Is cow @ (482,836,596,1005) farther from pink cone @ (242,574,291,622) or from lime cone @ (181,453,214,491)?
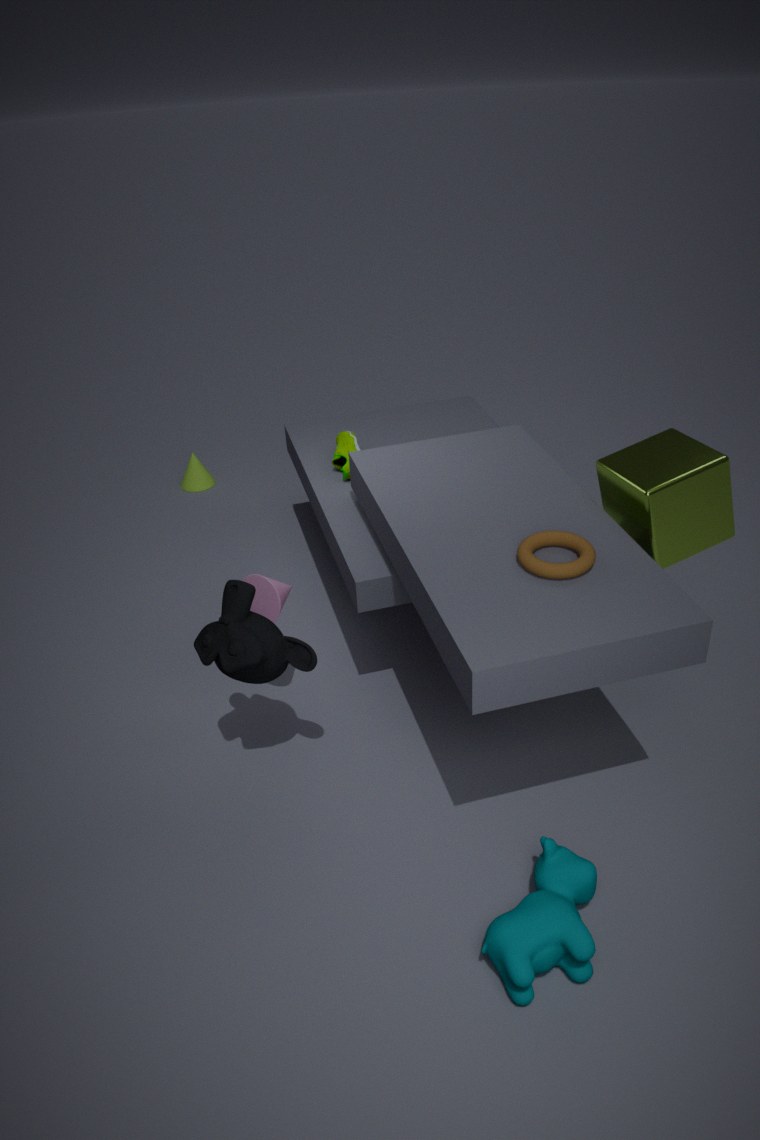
lime cone @ (181,453,214,491)
